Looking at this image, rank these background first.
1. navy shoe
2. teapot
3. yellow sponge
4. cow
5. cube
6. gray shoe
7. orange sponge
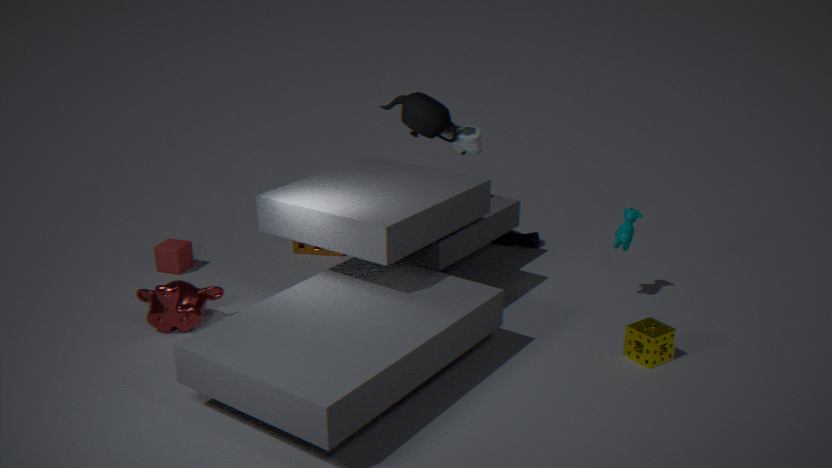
navy shoe
orange sponge
cube
gray shoe
teapot
cow
yellow sponge
